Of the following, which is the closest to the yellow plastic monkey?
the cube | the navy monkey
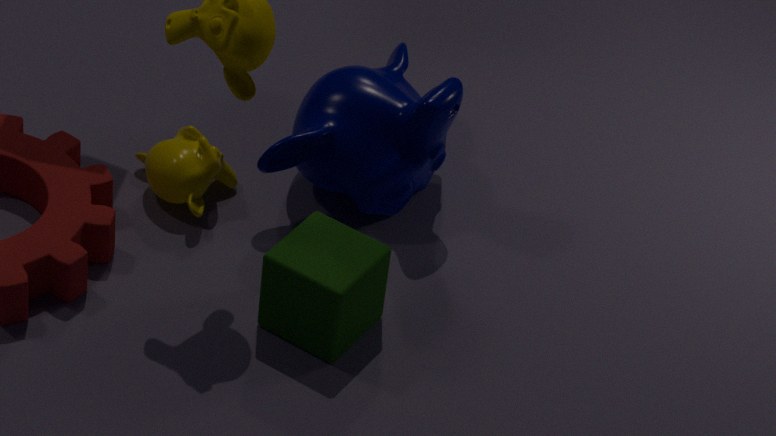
the navy monkey
